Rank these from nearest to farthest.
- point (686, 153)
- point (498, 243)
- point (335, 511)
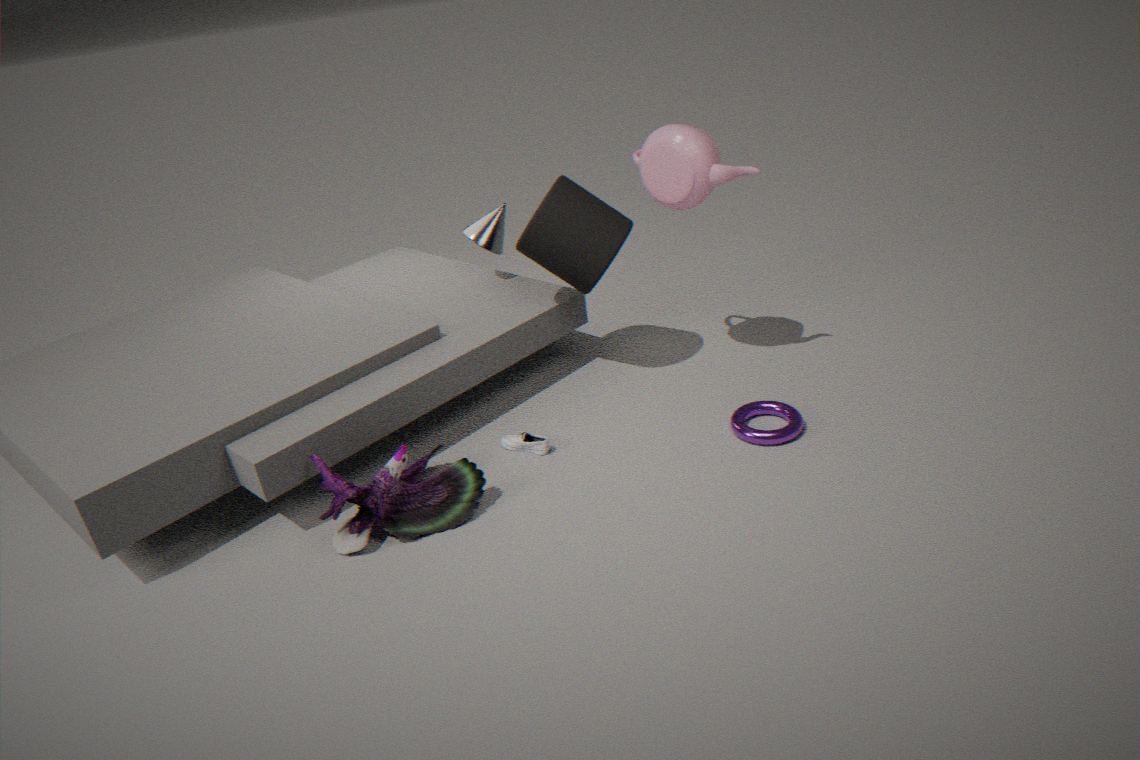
point (335, 511) < point (686, 153) < point (498, 243)
